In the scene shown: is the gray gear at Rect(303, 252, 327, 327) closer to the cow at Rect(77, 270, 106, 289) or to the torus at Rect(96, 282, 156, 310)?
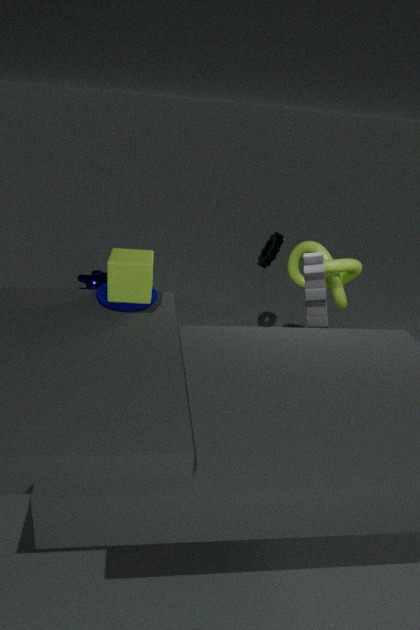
the torus at Rect(96, 282, 156, 310)
